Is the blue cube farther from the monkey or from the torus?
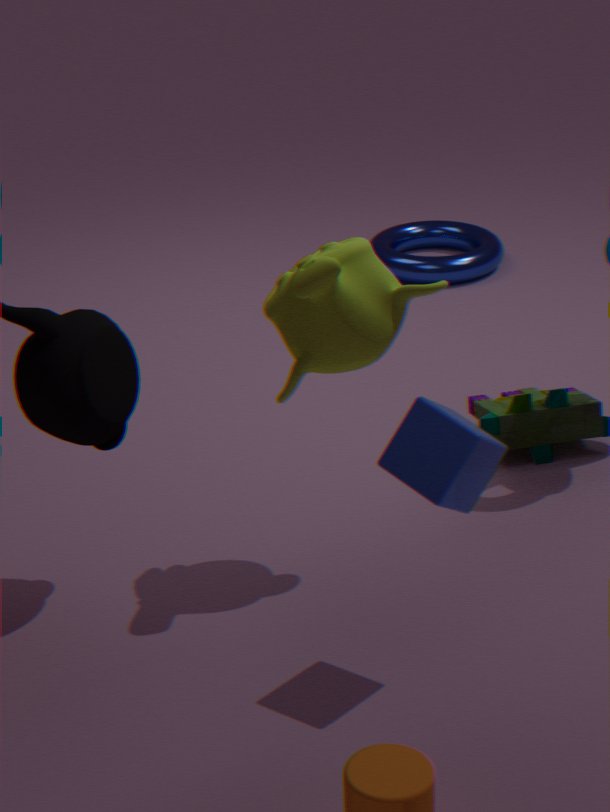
the torus
